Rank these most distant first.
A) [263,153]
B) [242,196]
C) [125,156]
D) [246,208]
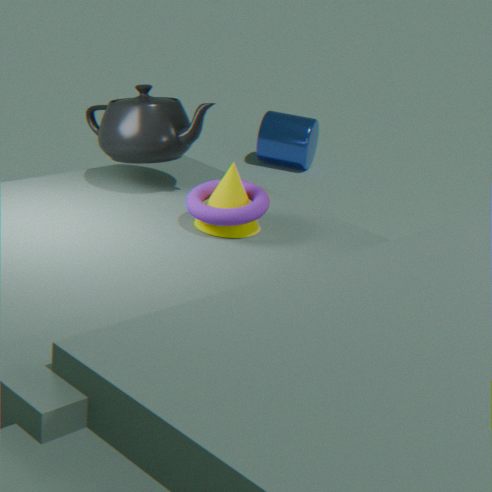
[263,153] → [125,156] → [242,196] → [246,208]
